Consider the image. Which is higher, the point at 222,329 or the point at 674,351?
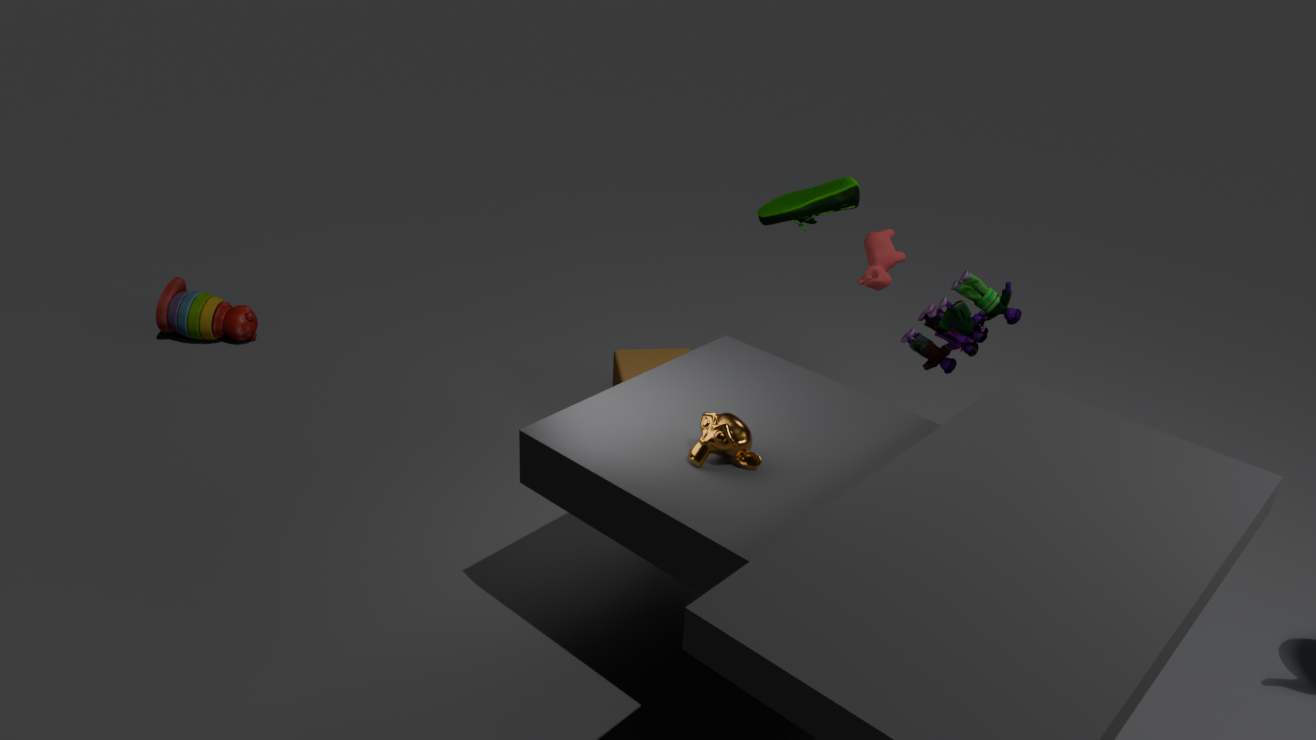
the point at 674,351
